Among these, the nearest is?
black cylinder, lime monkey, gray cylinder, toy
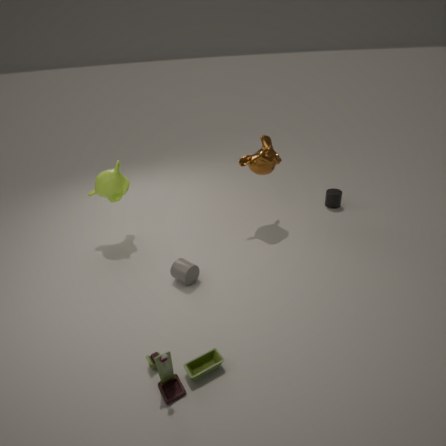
toy
